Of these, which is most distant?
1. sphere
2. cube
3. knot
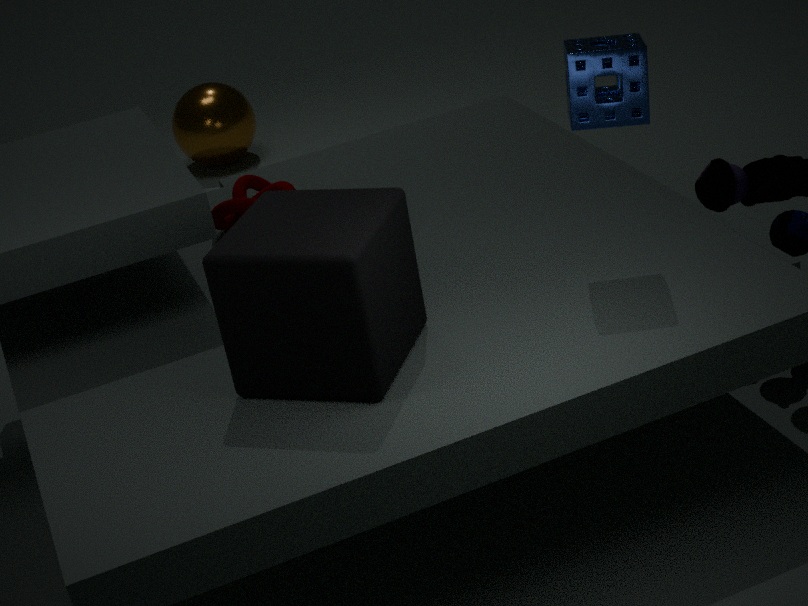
sphere
